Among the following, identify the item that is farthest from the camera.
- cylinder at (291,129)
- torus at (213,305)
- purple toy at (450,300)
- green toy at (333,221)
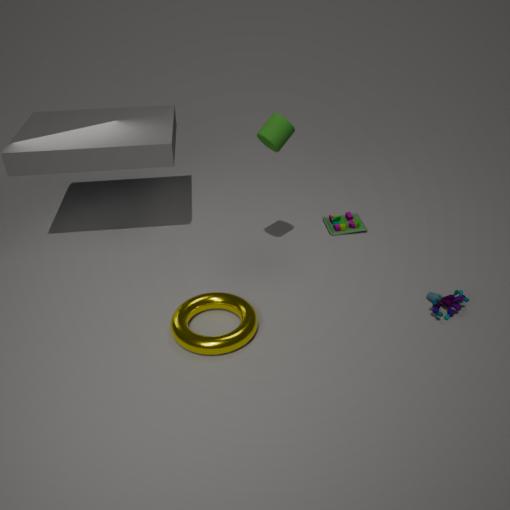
green toy at (333,221)
